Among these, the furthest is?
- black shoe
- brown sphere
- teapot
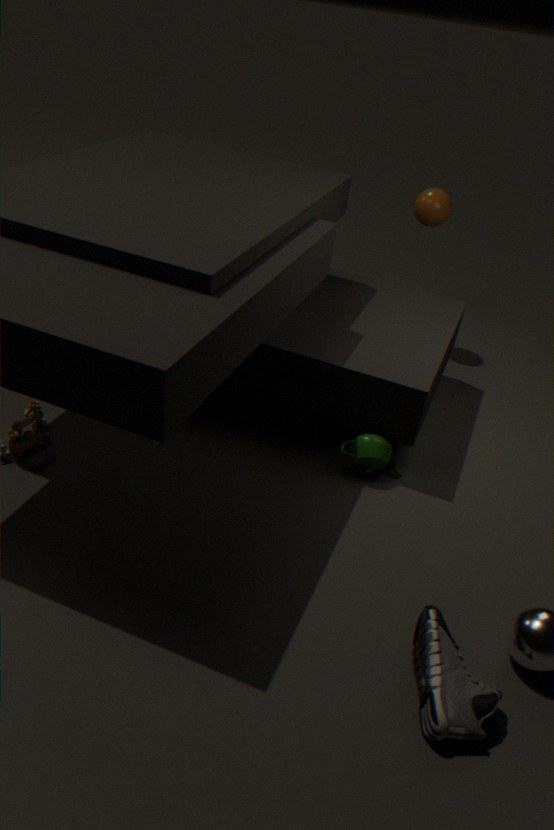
brown sphere
